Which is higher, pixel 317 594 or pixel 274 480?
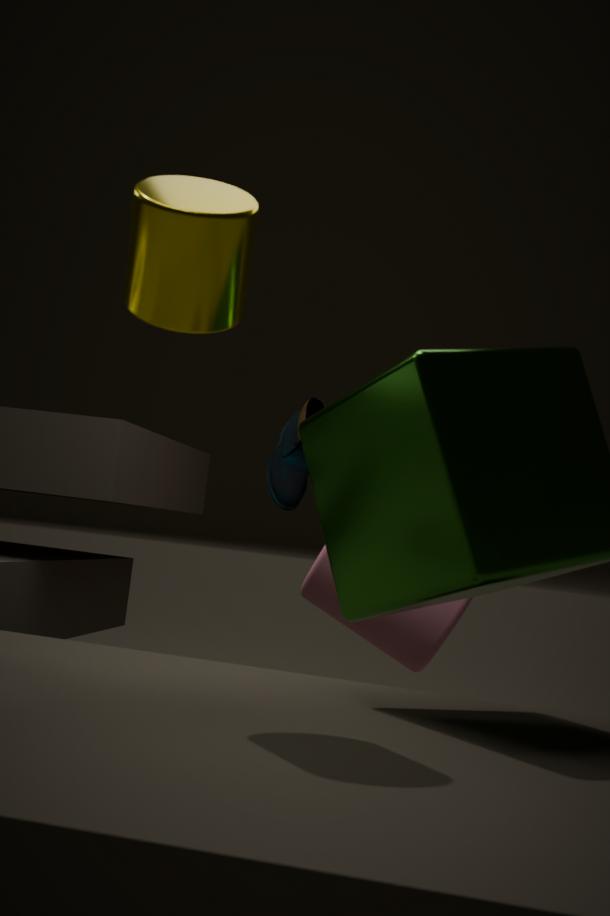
pixel 274 480
